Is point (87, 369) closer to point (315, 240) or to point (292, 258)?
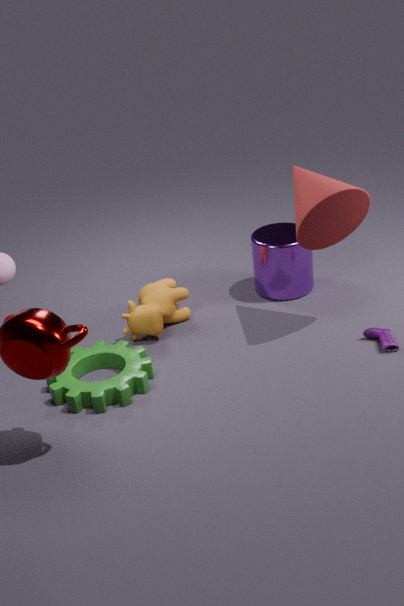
point (292, 258)
